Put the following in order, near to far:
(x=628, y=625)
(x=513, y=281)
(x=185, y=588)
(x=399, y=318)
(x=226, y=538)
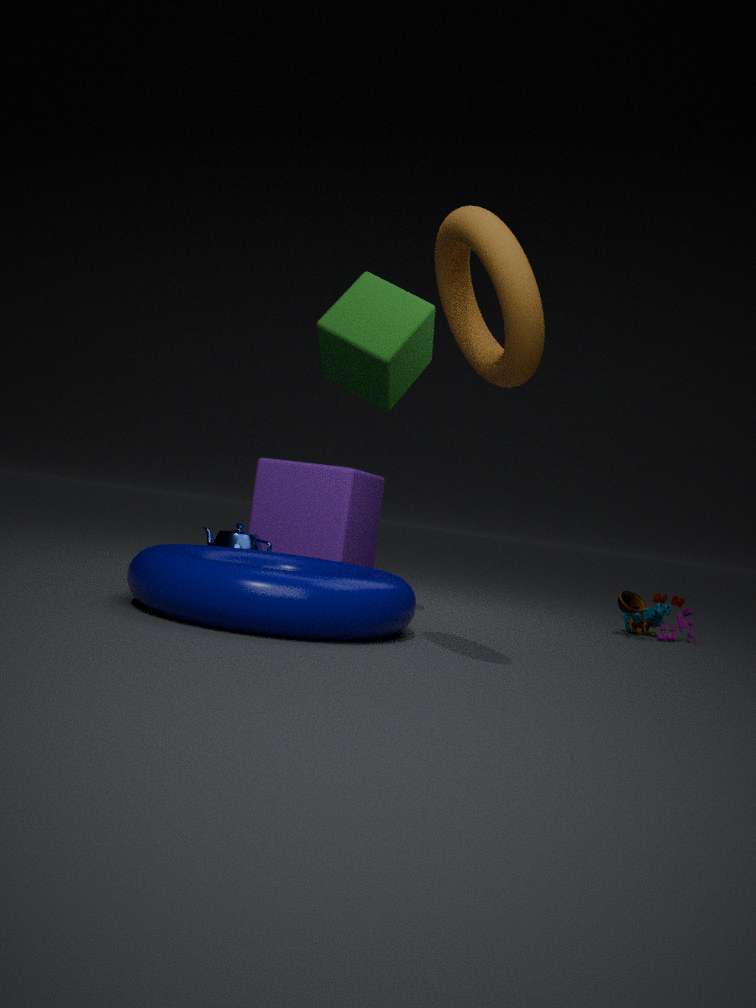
(x=513, y=281), (x=185, y=588), (x=399, y=318), (x=628, y=625), (x=226, y=538)
